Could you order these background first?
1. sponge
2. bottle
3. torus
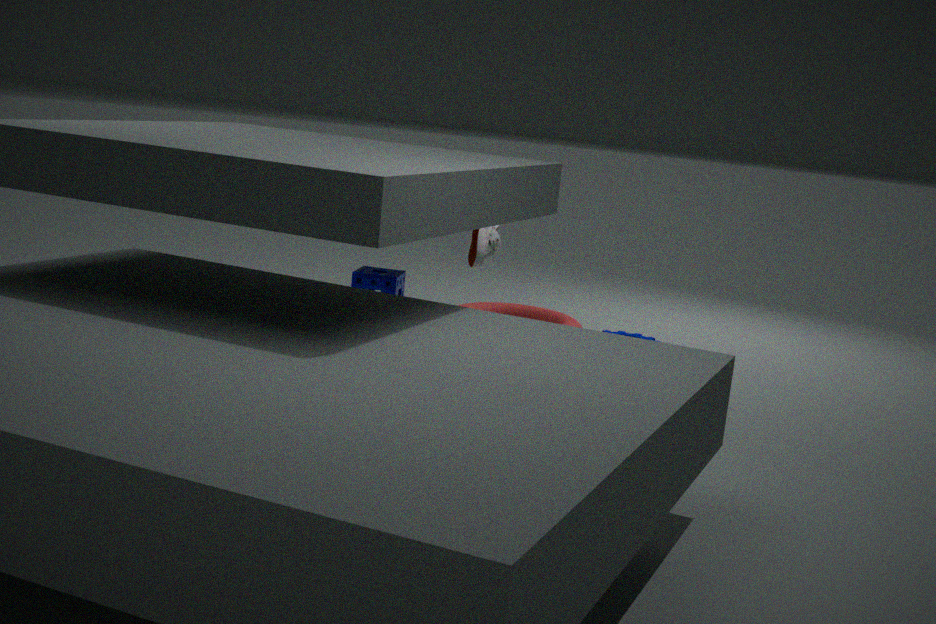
1. sponge
2. torus
3. bottle
